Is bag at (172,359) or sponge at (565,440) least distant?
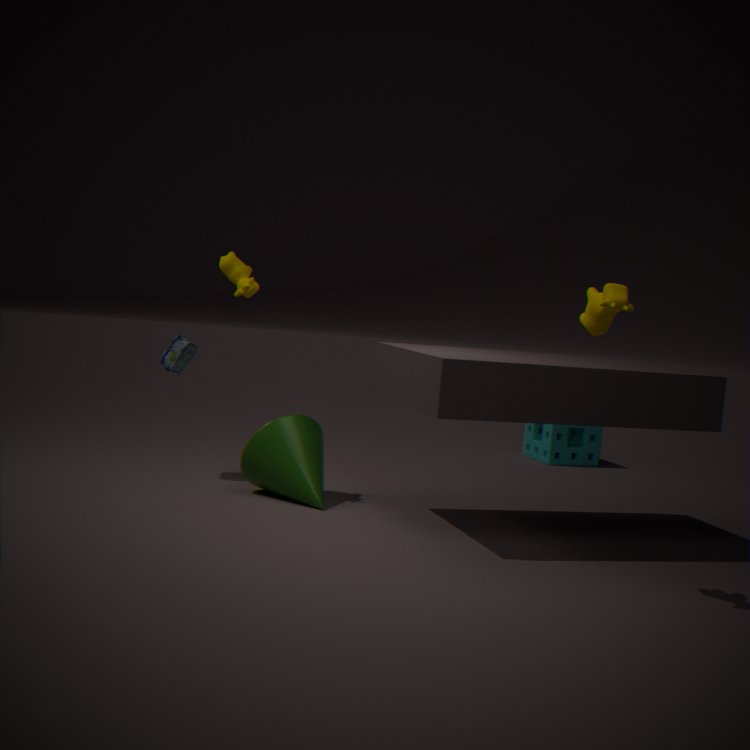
bag at (172,359)
